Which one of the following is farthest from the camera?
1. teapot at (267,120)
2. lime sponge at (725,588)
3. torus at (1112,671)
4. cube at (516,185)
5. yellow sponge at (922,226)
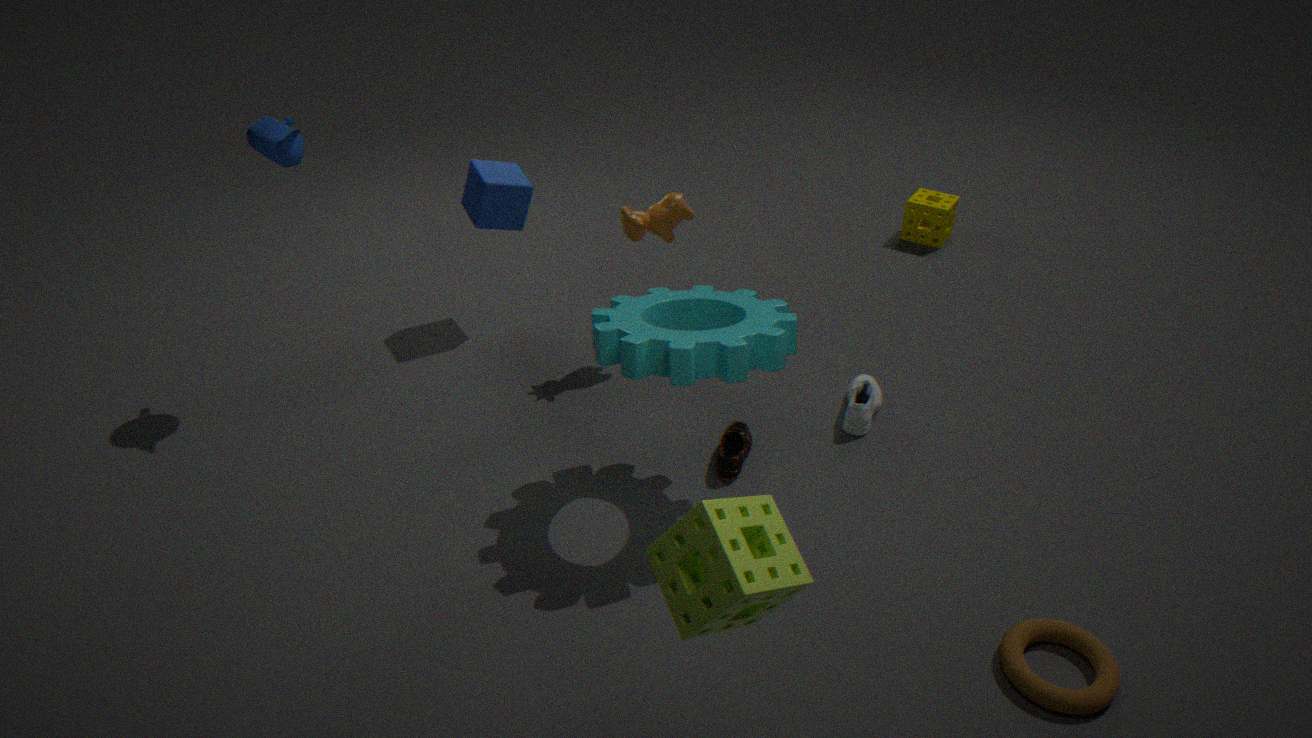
yellow sponge at (922,226)
